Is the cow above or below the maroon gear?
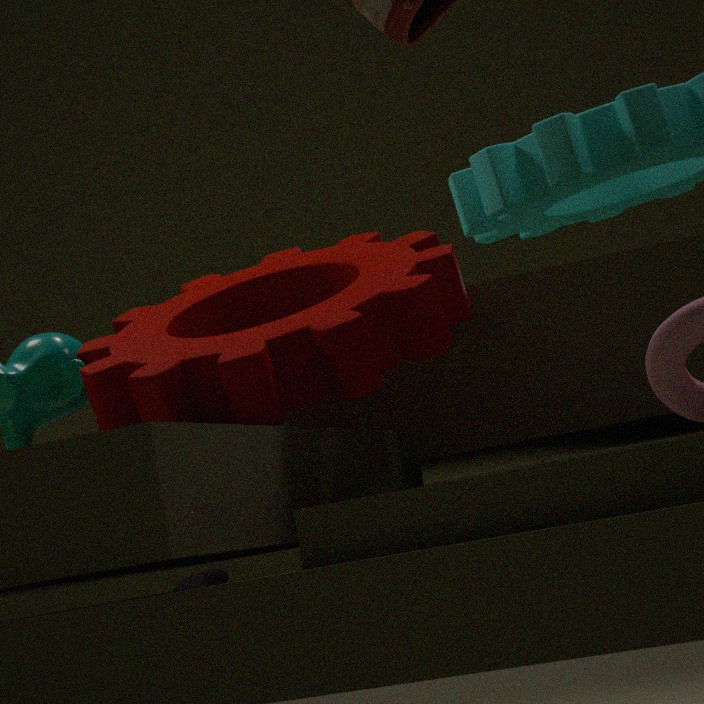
below
